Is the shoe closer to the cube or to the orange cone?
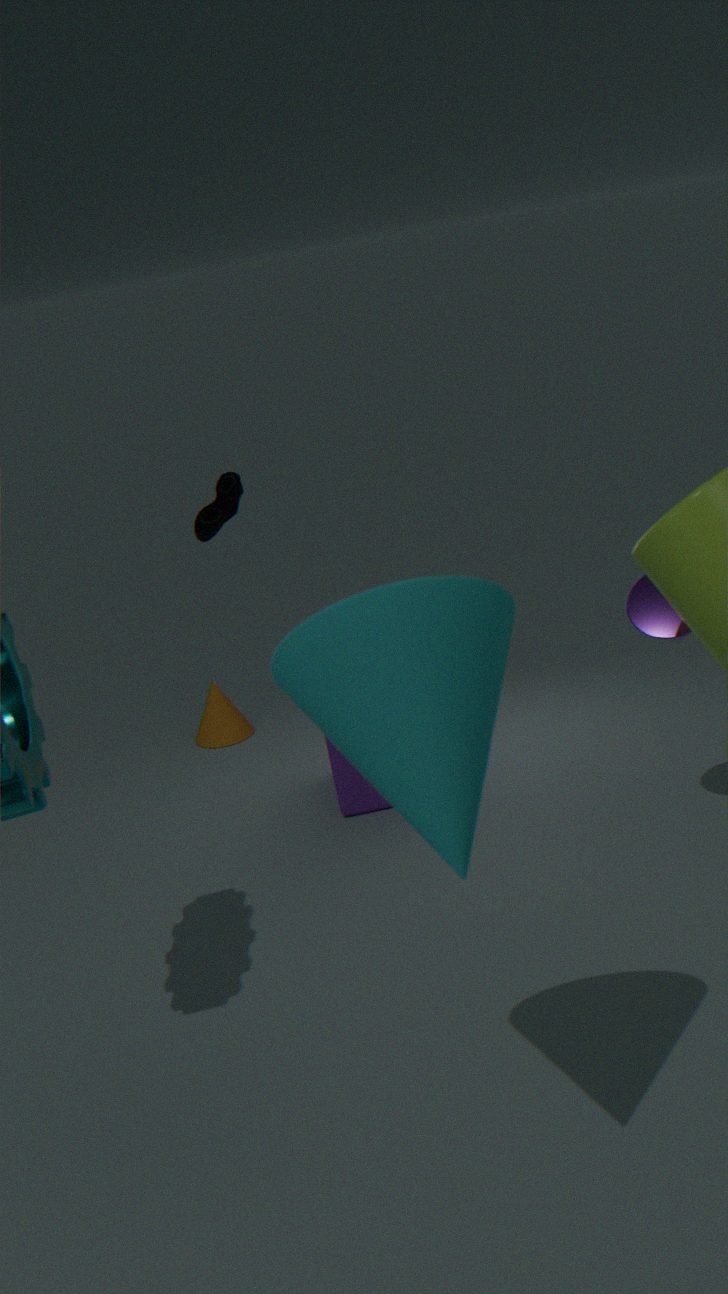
the cube
